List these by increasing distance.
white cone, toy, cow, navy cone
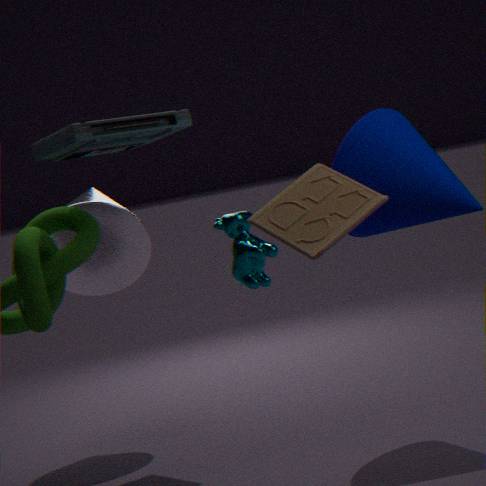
toy
cow
navy cone
white cone
